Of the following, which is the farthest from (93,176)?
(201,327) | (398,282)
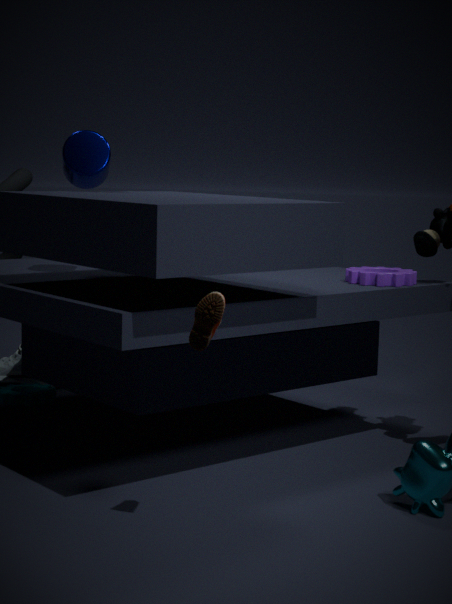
(201,327)
